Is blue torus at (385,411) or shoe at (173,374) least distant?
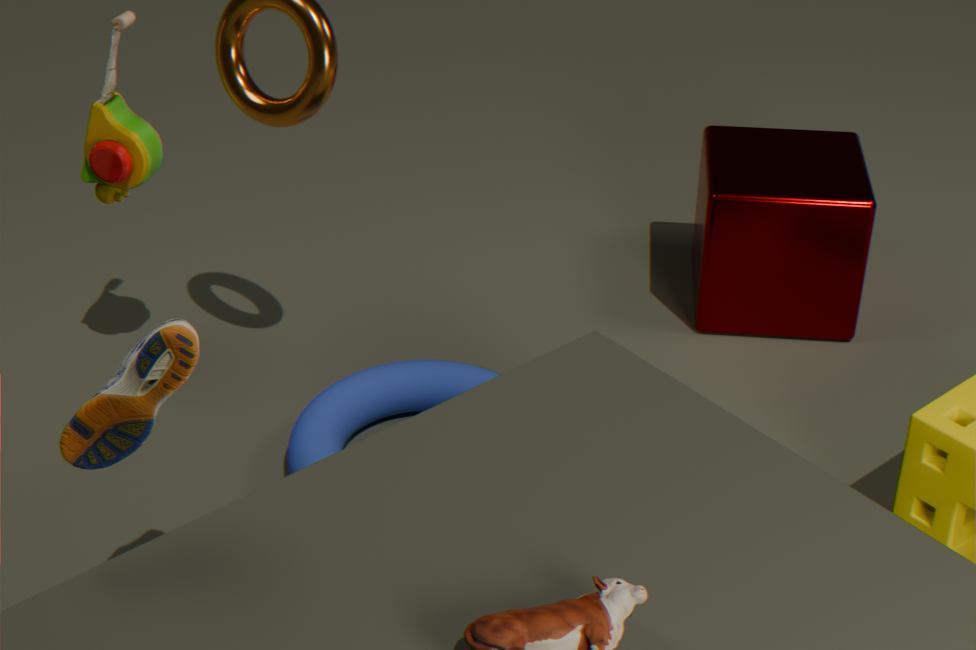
shoe at (173,374)
